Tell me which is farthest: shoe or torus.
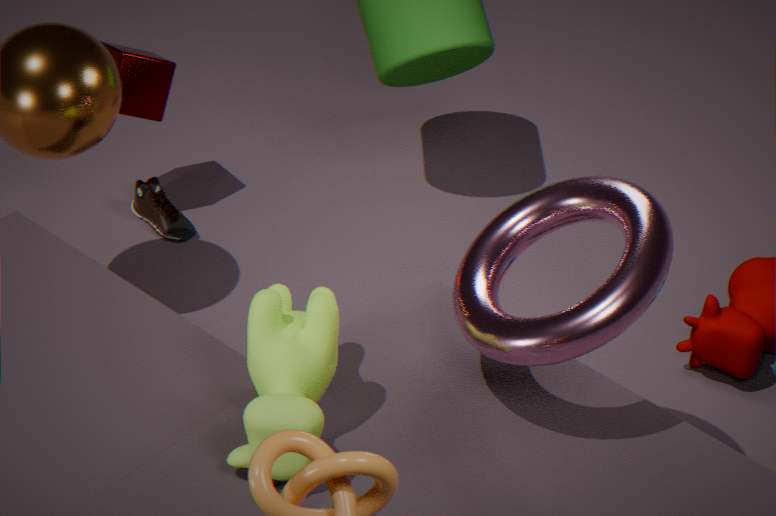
shoe
